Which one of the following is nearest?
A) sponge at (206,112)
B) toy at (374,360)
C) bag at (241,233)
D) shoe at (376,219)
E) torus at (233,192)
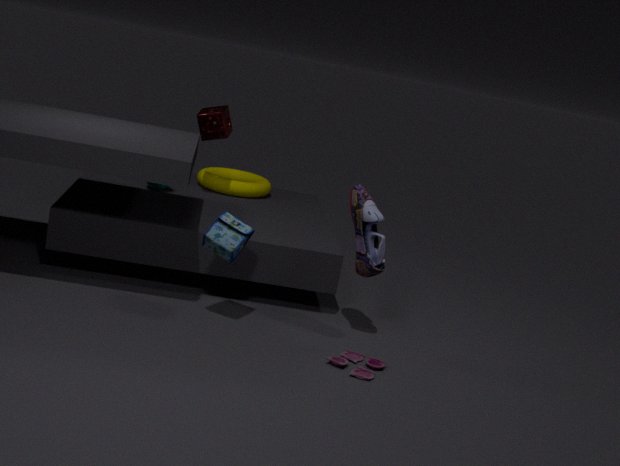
toy at (374,360)
